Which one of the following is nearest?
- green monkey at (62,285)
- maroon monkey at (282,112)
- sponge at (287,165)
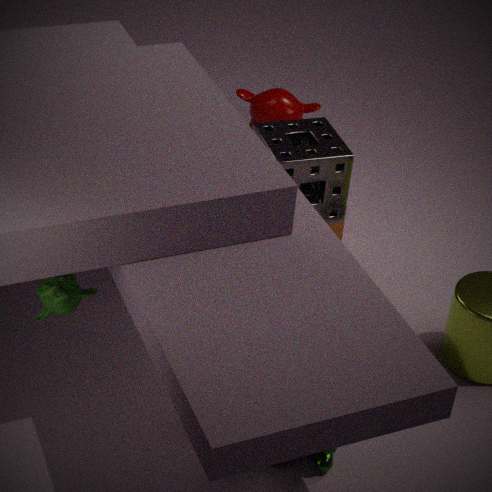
green monkey at (62,285)
